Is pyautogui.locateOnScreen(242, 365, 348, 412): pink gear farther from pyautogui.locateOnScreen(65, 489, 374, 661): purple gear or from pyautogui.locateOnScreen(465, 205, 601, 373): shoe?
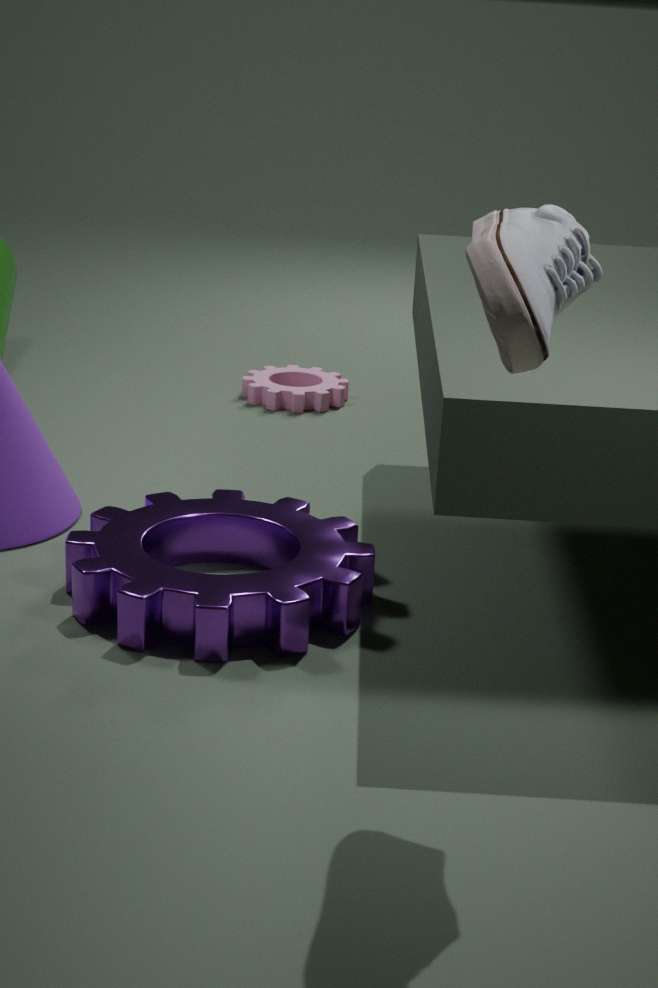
pyautogui.locateOnScreen(465, 205, 601, 373): shoe
